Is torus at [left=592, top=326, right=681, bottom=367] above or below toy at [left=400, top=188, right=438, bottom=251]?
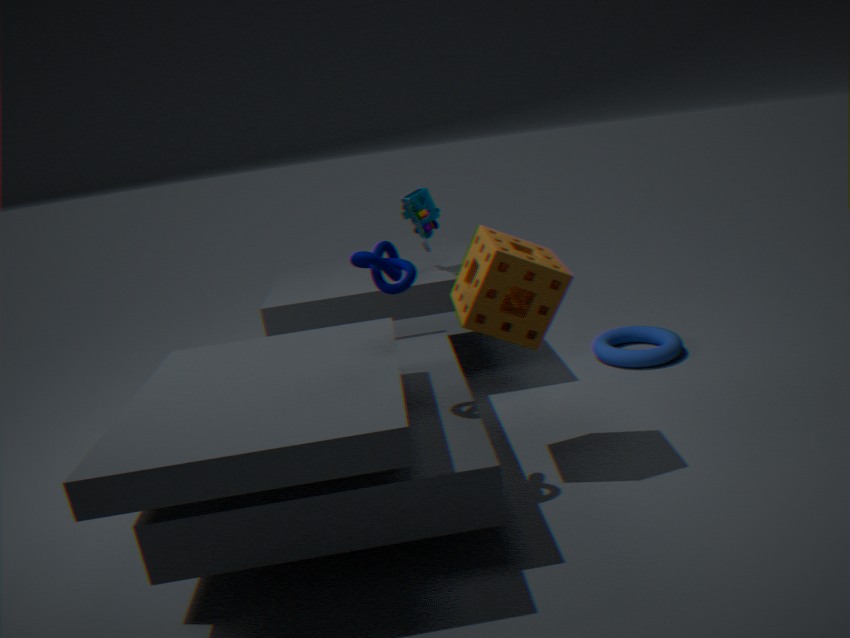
below
